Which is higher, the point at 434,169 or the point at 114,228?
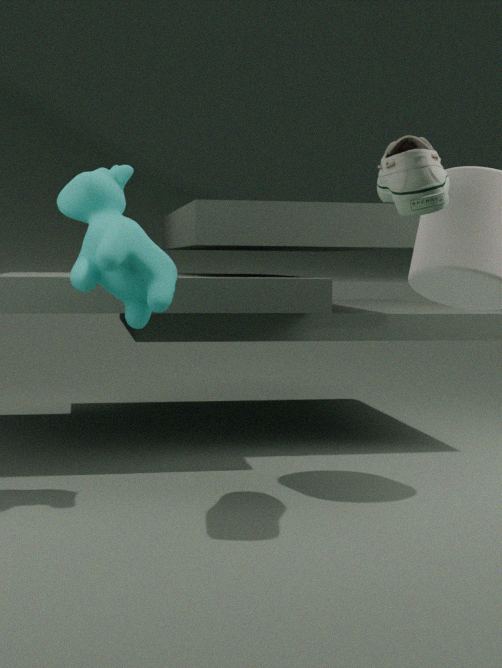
the point at 434,169
